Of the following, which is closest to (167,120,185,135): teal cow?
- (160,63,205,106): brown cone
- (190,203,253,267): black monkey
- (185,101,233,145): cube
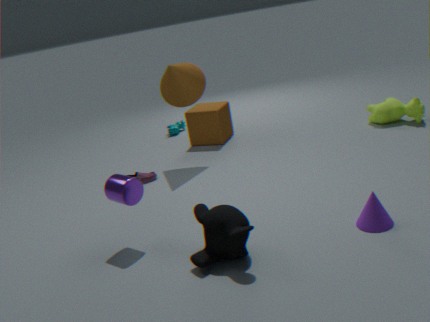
(185,101,233,145): cube
